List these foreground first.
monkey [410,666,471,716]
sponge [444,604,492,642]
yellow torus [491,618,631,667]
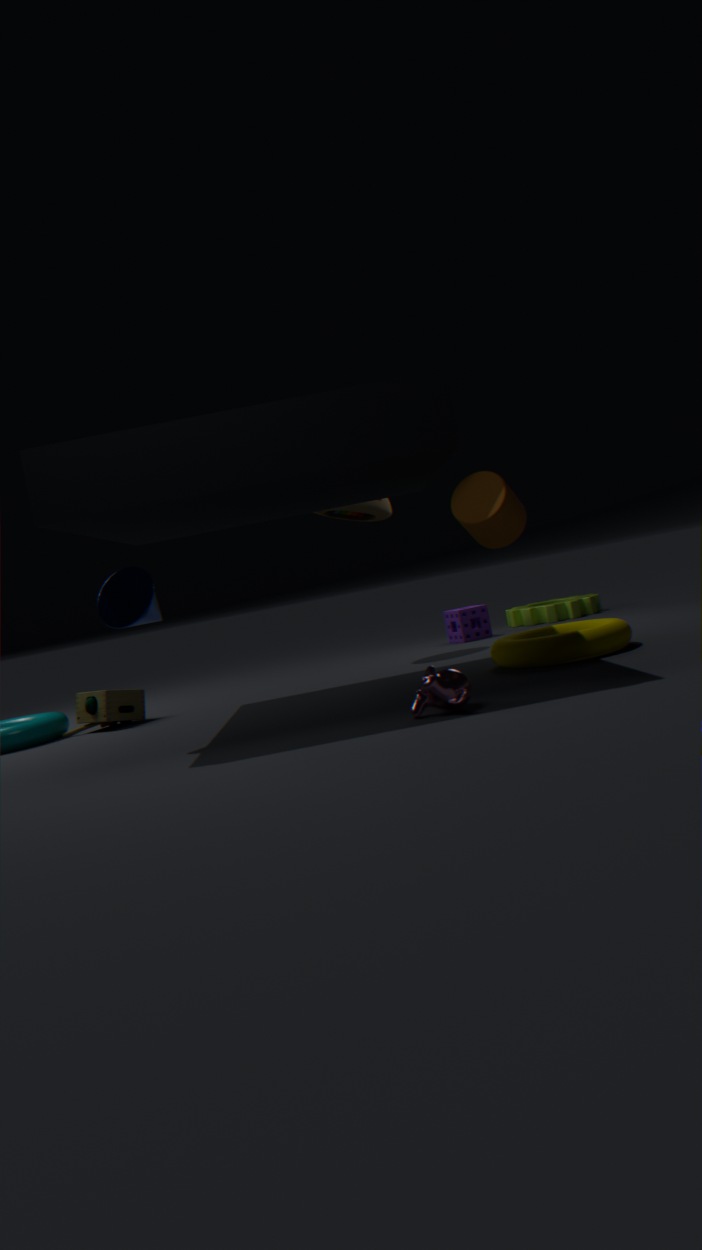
monkey [410,666,471,716] < yellow torus [491,618,631,667] < sponge [444,604,492,642]
